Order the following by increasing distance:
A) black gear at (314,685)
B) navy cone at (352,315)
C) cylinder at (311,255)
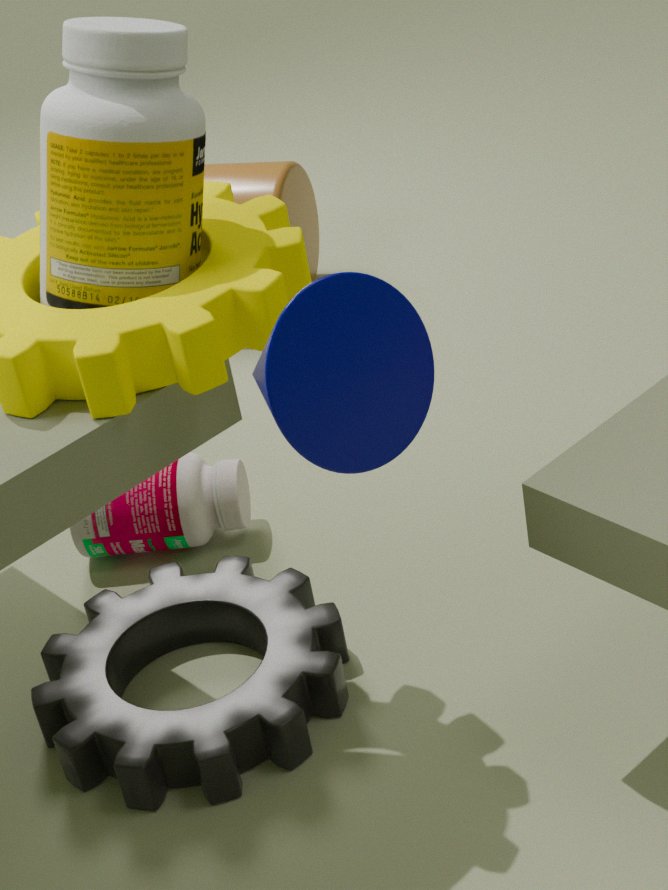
navy cone at (352,315), black gear at (314,685), cylinder at (311,255)
